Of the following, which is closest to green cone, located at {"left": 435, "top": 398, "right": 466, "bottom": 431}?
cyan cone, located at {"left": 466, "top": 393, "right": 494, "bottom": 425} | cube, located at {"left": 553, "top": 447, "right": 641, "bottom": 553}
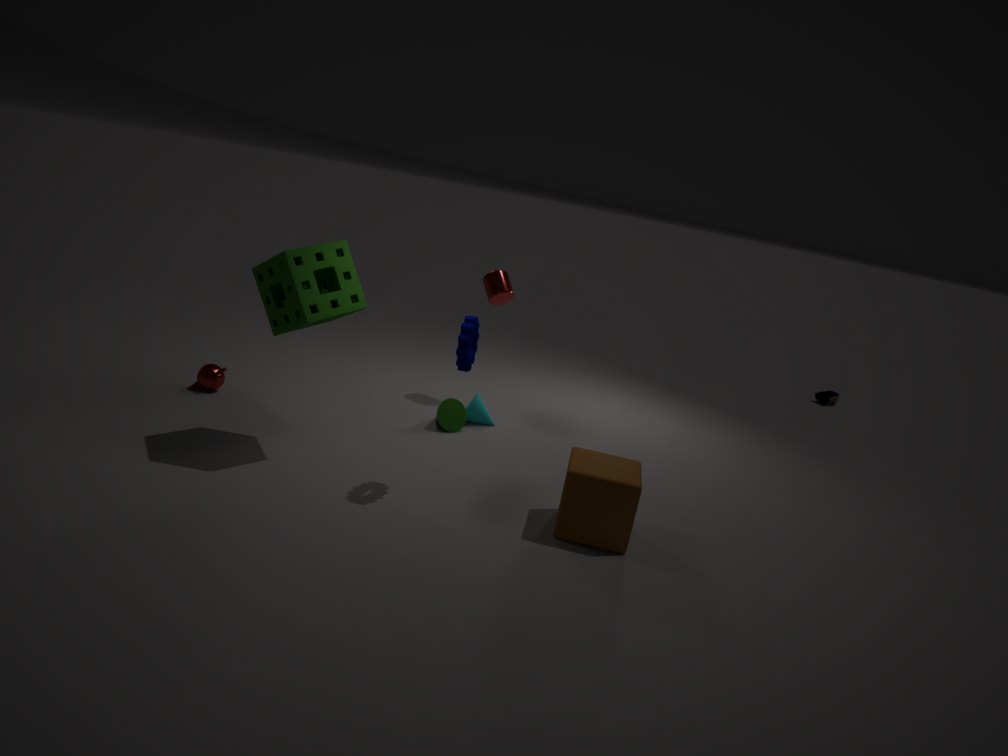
cyan cone, located at {"left": 466, "top": 393, "right": 494, "bottom": 425}
